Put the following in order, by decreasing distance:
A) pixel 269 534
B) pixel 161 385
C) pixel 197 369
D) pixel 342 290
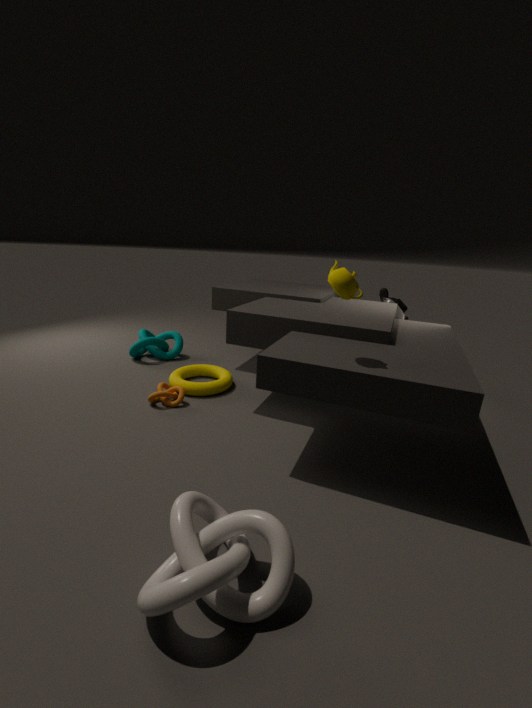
C. pixel 197 369 < B. pixel 161 385 < D. pixel 342 290 < A. pixel 269 534
